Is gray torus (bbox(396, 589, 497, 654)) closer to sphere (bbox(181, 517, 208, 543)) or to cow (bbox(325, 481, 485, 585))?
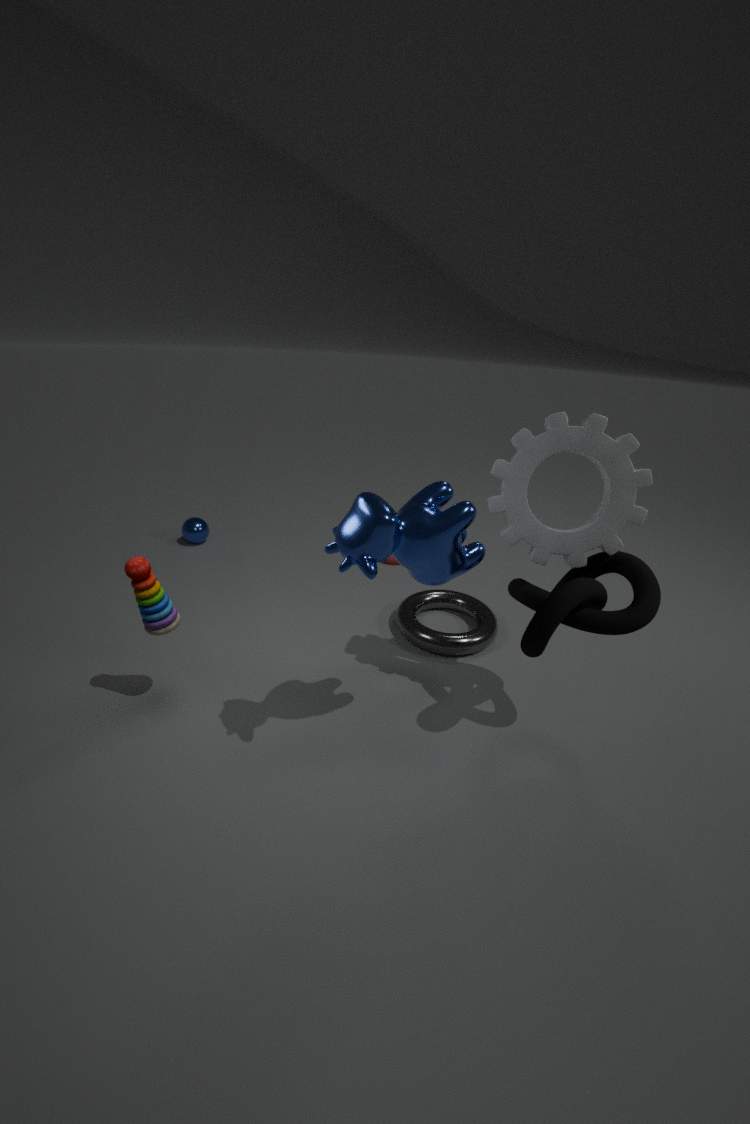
cow (bbox(325, 481, 485, 585))
